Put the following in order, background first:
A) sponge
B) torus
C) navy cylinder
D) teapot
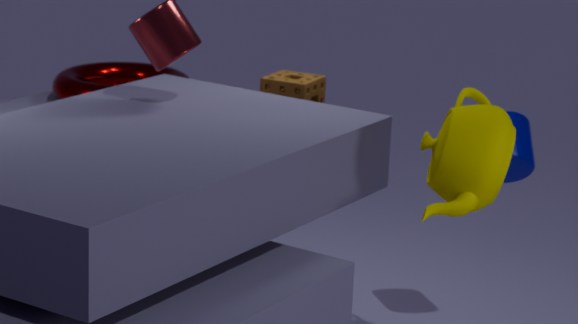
B. torus → A. sponge → C. navy cylinder → D. teapot
